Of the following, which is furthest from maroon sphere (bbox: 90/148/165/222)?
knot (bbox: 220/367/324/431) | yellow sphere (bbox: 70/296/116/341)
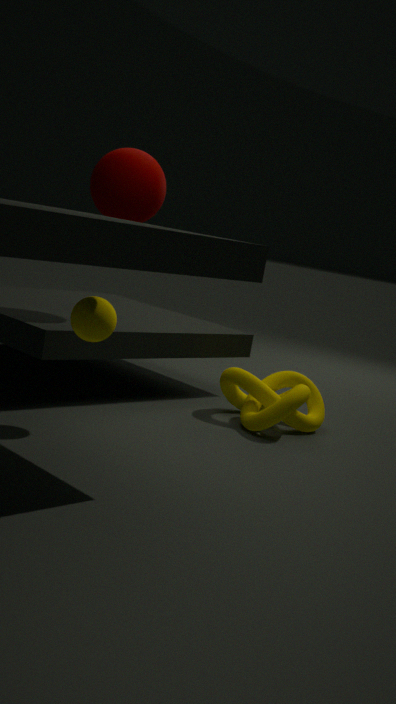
knot (bbox: 220/367/324/431)
